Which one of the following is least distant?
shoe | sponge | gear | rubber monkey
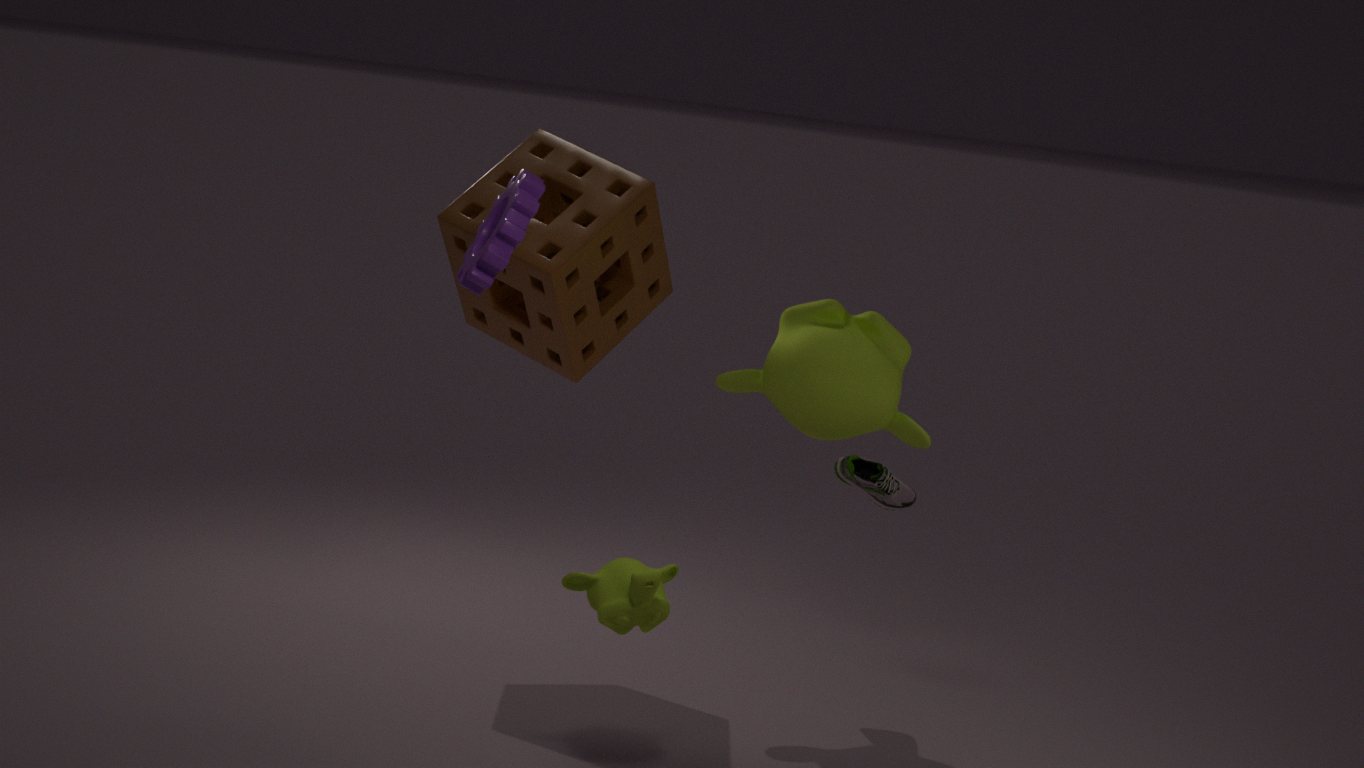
gear
